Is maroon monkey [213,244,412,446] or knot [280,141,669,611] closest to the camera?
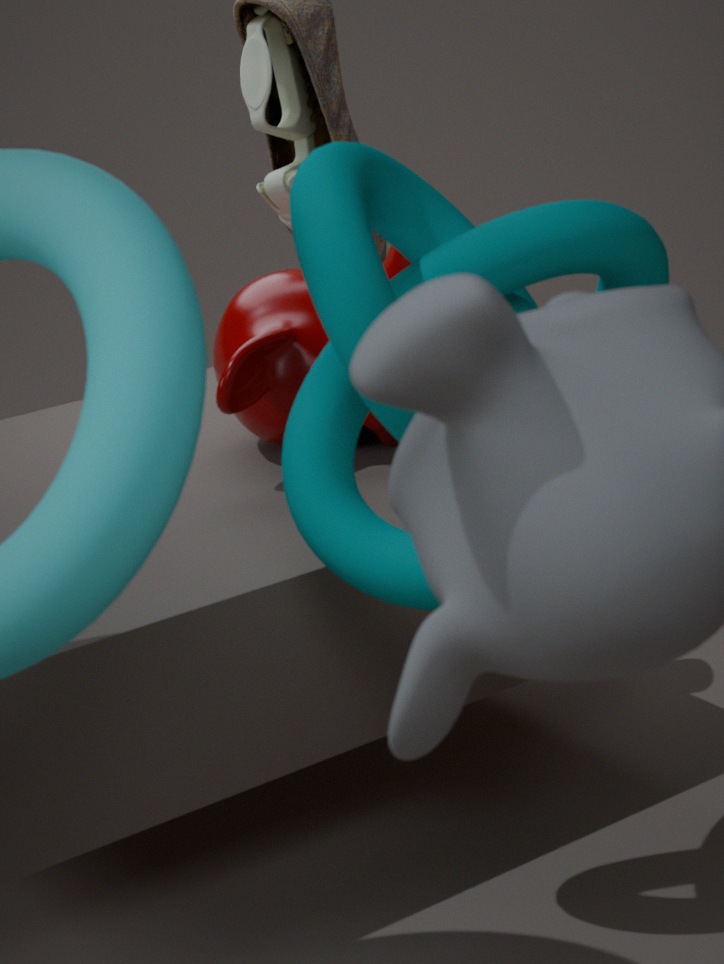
knot [280,141,669,611]
